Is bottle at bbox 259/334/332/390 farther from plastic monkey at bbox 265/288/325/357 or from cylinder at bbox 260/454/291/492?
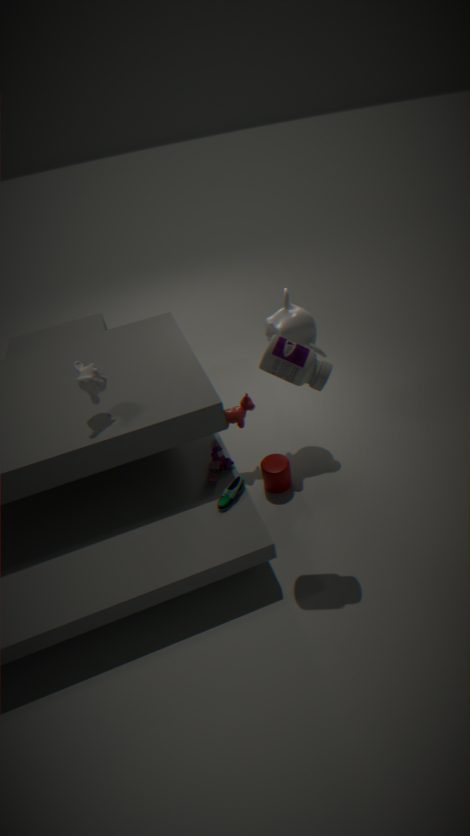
cylinder at bbox 260/454/291/492
